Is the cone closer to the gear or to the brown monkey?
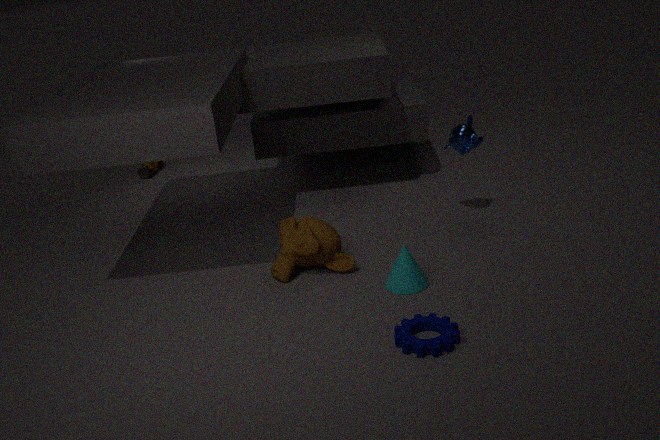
the brown monkey
